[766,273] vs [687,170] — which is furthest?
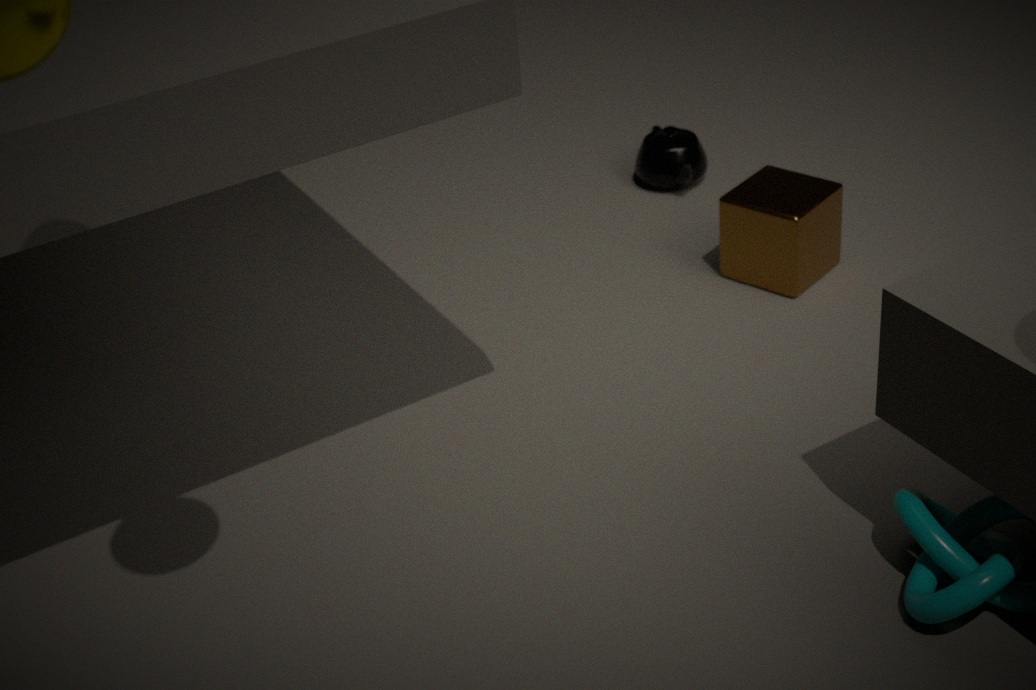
[687,170]
